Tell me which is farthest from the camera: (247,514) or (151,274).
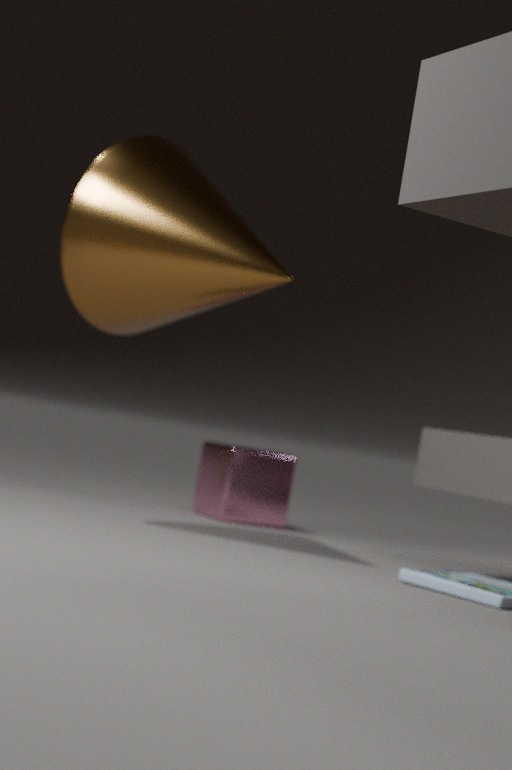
(247,514)
